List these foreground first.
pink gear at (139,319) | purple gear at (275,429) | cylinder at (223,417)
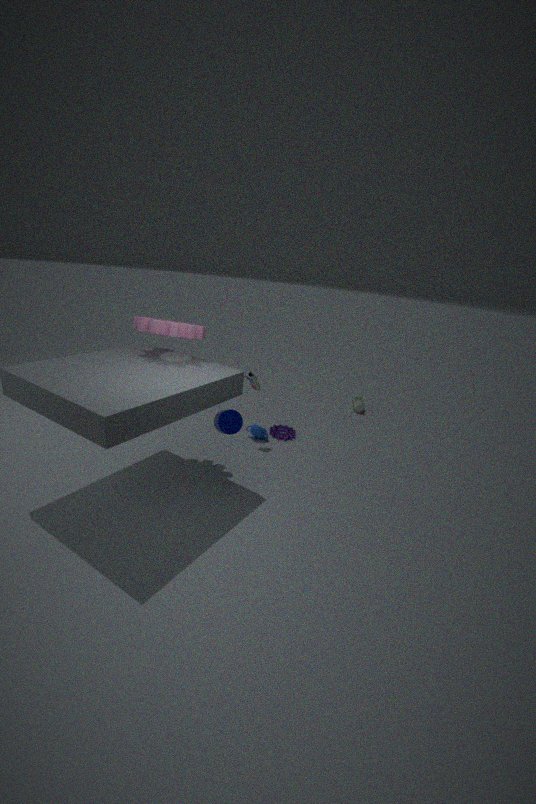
cylinder at (223,417) → pink gear at (139,319) → purple gear at (275,429)
